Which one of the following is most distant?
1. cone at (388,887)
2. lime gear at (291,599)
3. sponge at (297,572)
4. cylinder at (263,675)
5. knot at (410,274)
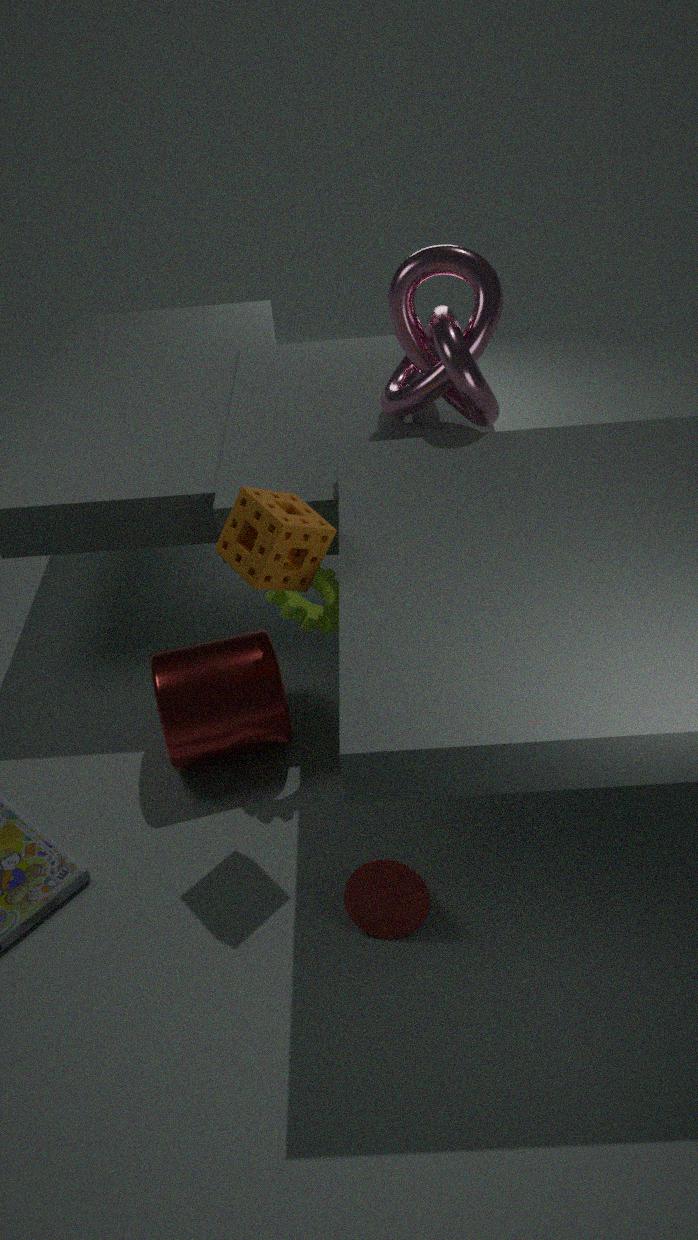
cylinder at (263,675)
